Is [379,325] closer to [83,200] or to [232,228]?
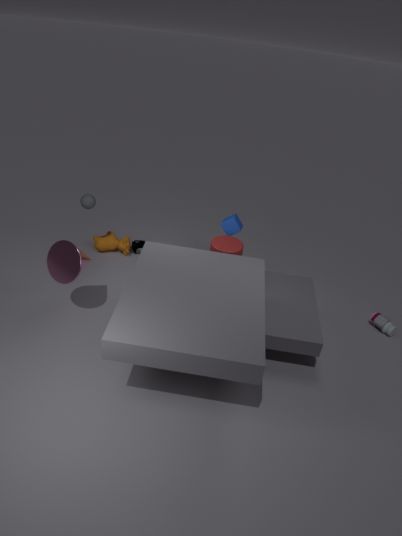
[232,228]
